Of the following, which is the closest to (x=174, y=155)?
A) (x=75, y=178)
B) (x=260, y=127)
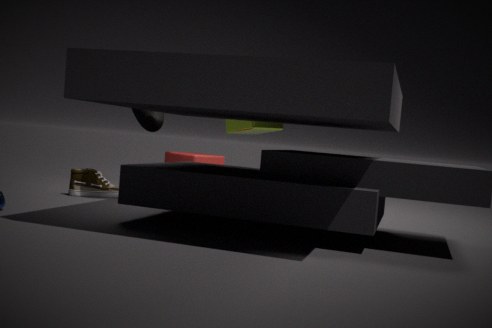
(x=260, y=127)
